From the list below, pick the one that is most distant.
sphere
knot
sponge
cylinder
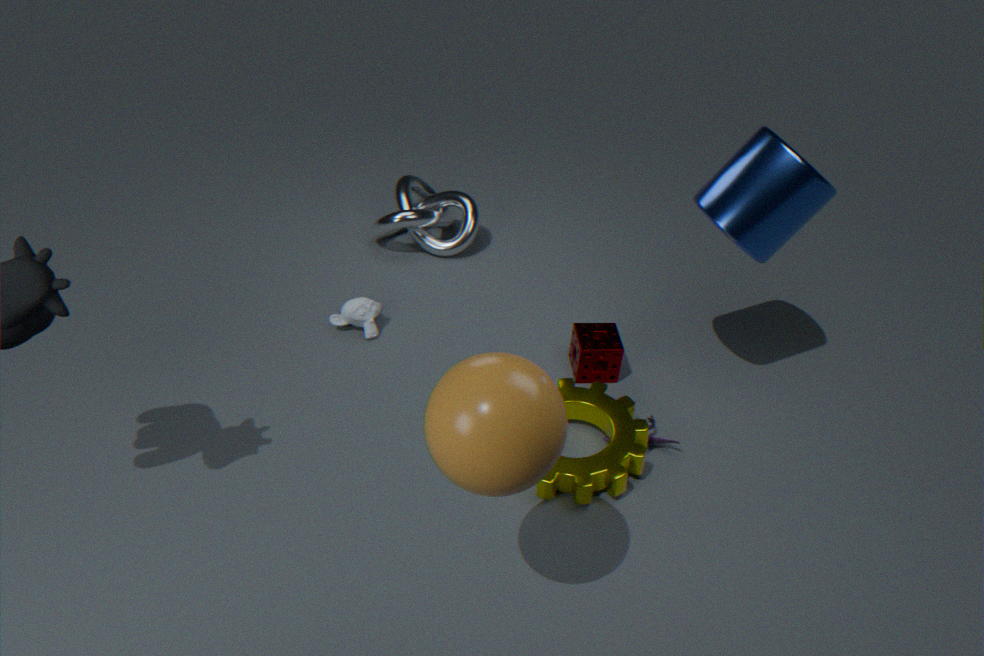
knot
